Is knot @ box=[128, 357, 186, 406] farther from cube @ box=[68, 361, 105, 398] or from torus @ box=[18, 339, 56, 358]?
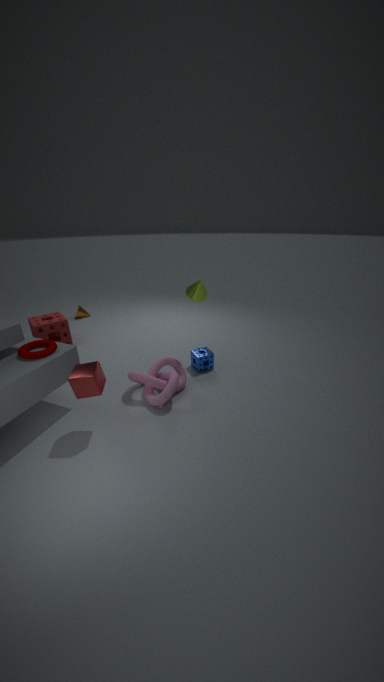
torus @ box=[18, 339, 56, 358]
